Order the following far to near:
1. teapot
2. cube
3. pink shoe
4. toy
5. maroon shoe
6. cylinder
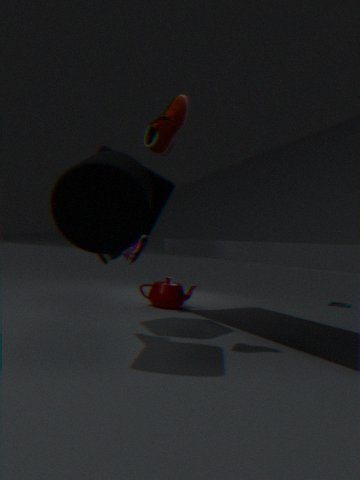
toy, pink shoe, teapot, cube, maroon shoe, cylinder
